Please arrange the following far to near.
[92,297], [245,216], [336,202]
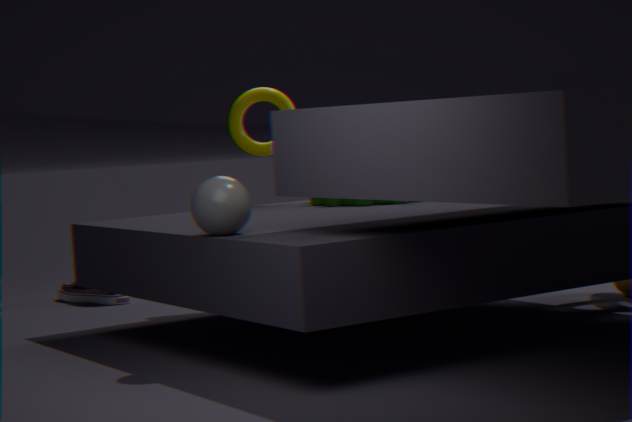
[92,297]
[336,202]
[245,216]
